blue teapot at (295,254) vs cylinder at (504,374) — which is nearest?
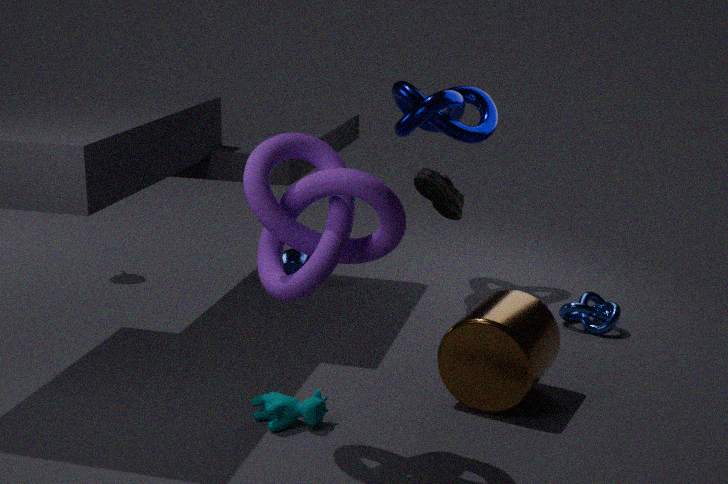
cylinder at (504,374)
